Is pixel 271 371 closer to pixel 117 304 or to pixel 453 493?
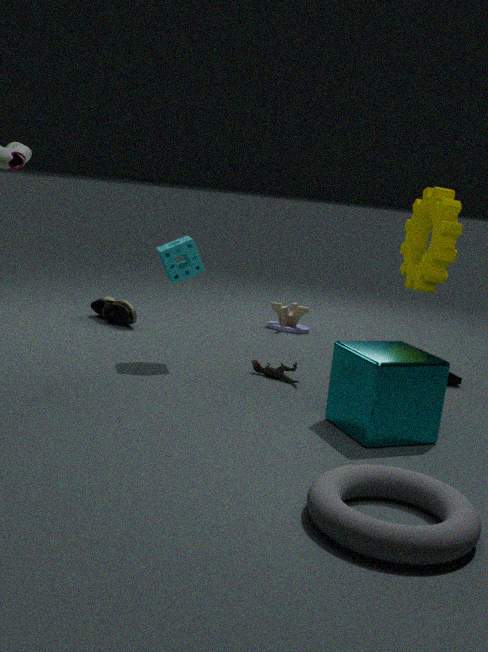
pixel 117 304
